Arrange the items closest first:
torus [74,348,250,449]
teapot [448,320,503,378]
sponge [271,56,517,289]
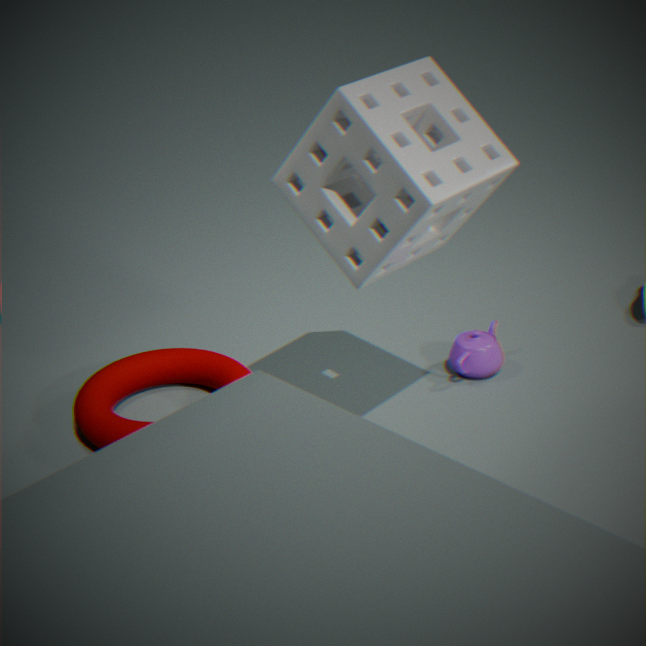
sponge [271,56,517,289] → torus [74,348,250,449] → teapot [448,320,503,378]
